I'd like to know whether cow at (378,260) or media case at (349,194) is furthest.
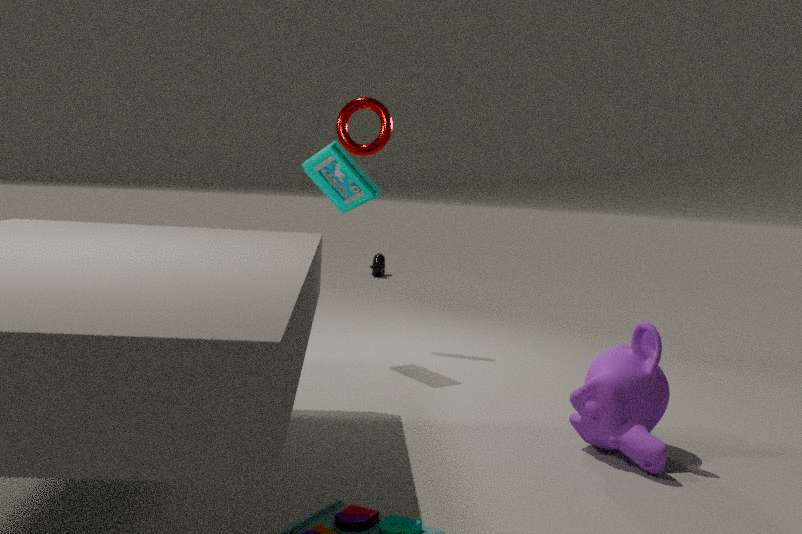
cow at (378,260)
